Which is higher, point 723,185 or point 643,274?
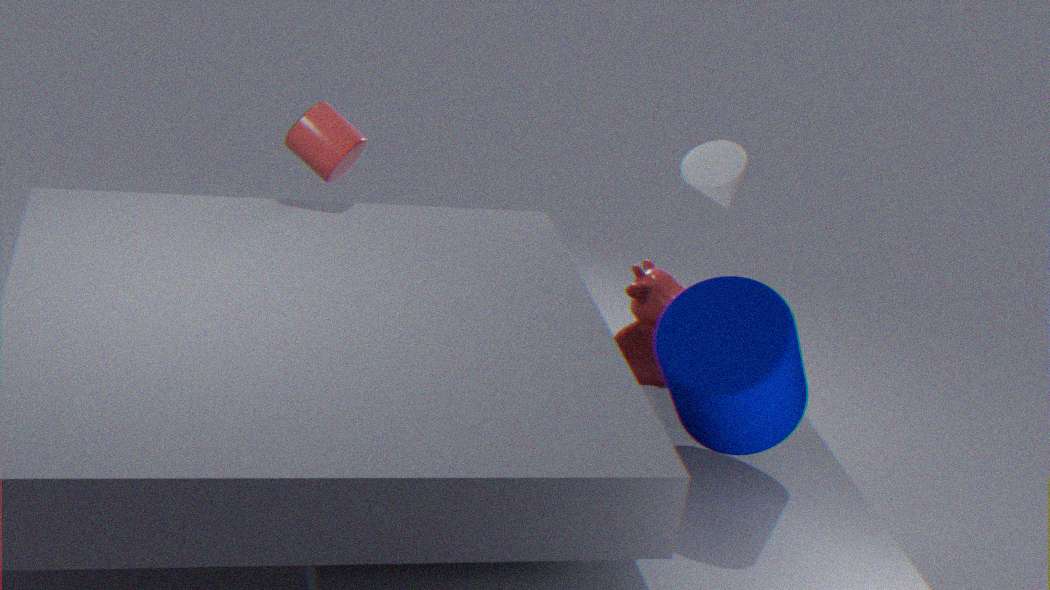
point 723,185
